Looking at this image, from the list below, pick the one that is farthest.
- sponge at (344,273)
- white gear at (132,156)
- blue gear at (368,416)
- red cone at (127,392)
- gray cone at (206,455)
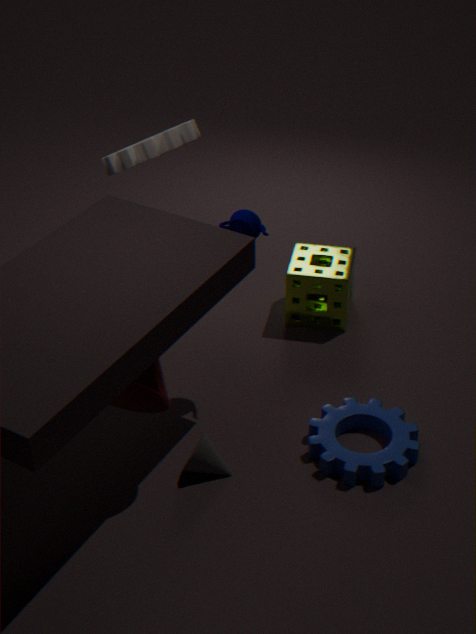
sponge at (344,273)
